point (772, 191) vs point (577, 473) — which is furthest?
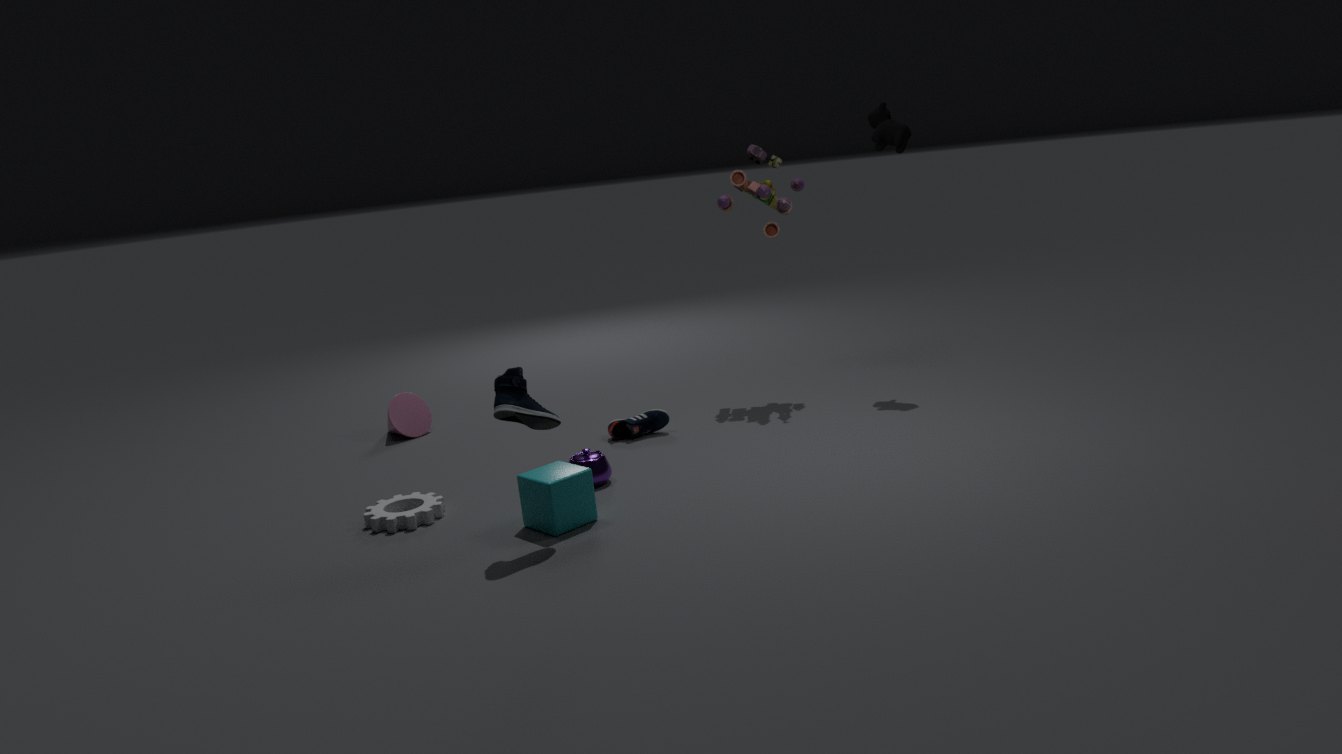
point (772, 191)
